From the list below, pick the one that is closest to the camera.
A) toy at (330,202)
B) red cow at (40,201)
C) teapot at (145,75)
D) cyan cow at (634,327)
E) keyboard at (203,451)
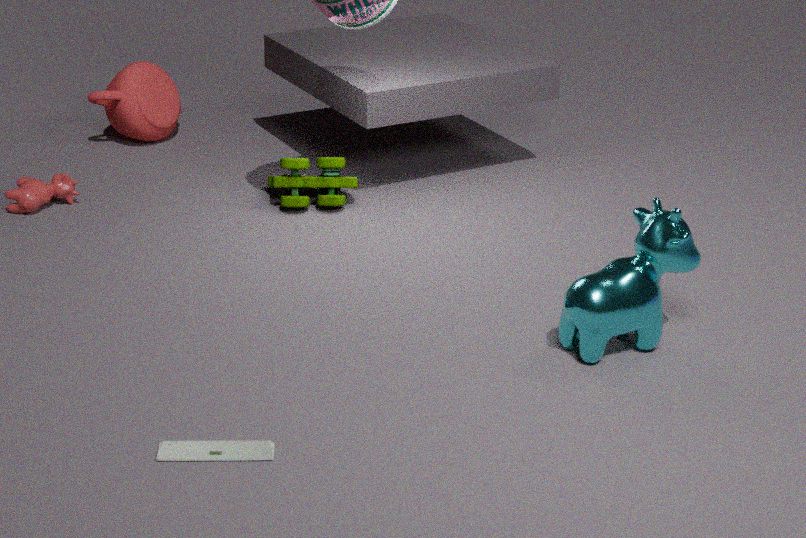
keyboard at (203,451)
